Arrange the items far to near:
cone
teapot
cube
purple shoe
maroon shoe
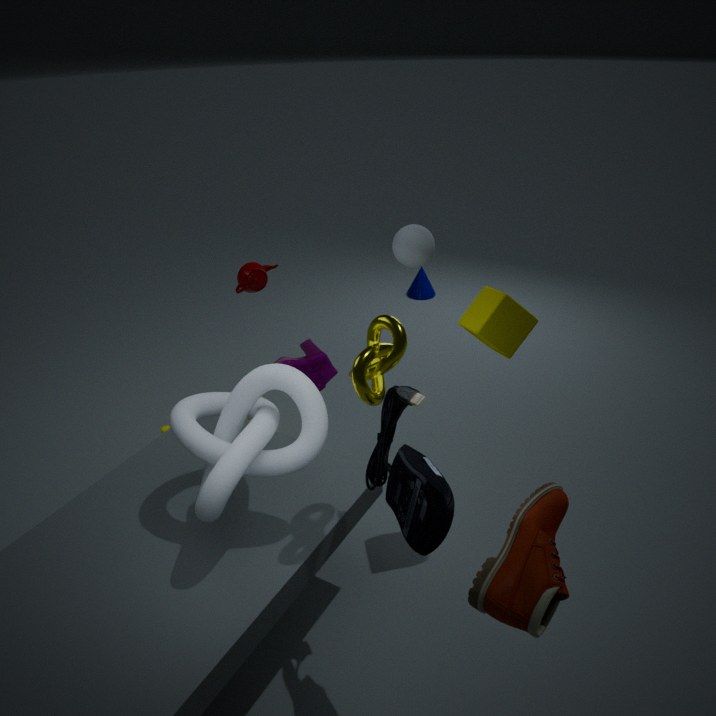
cone → teapot → purple shoe → cube → maroon shoe
